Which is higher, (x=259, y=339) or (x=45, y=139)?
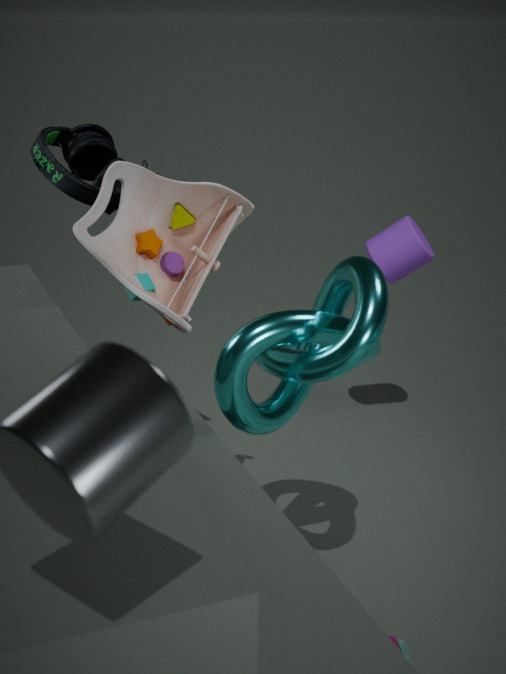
(x=45, y=139)
